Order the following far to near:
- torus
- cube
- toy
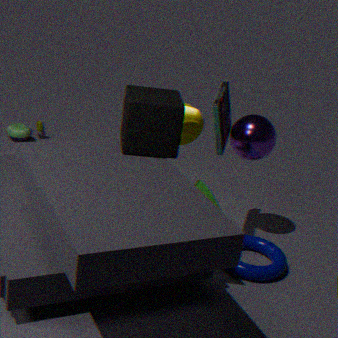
1. toy
2. torus
3. cube
